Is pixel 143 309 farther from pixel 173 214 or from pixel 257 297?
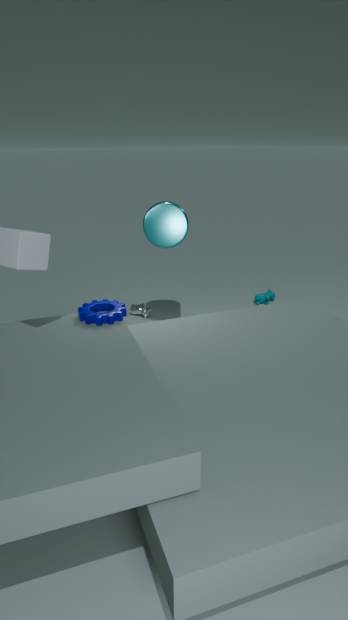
pixel 257 297
